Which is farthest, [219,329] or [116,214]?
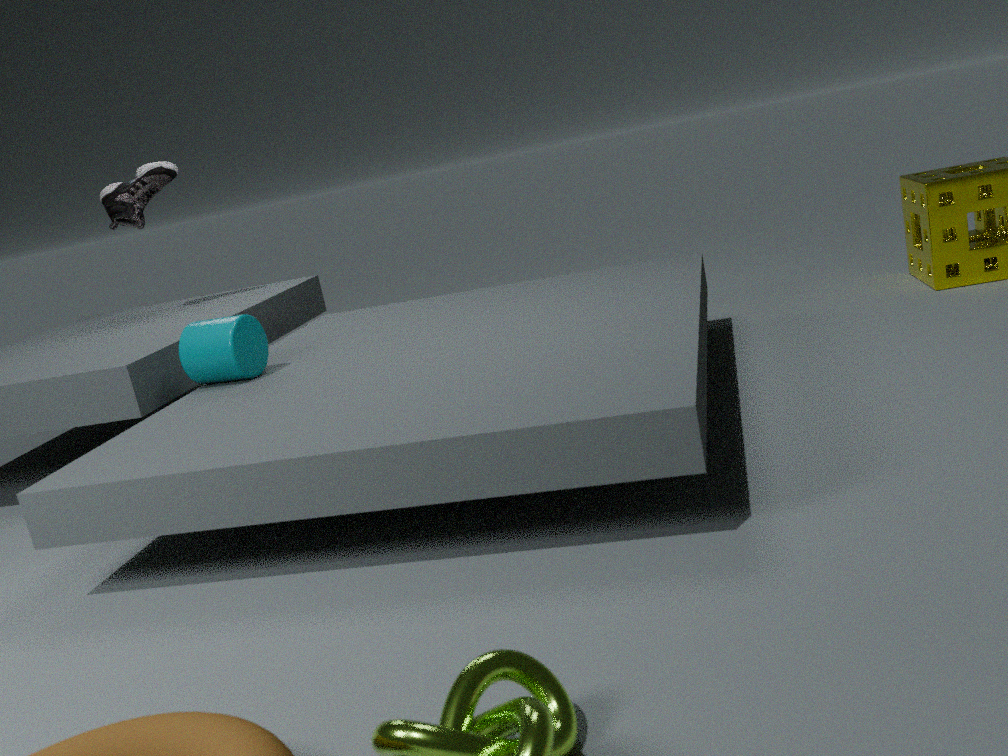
[116,214]
